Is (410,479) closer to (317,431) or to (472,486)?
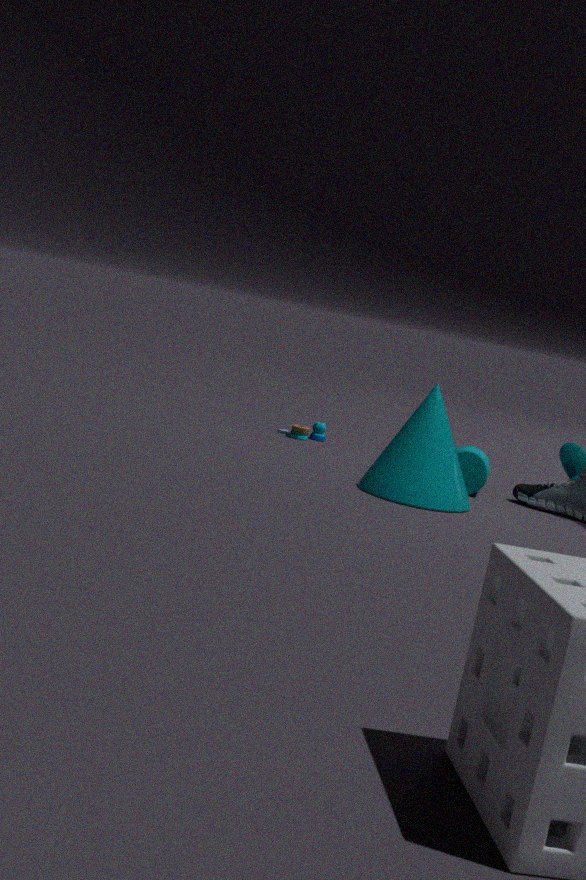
(472,486)
